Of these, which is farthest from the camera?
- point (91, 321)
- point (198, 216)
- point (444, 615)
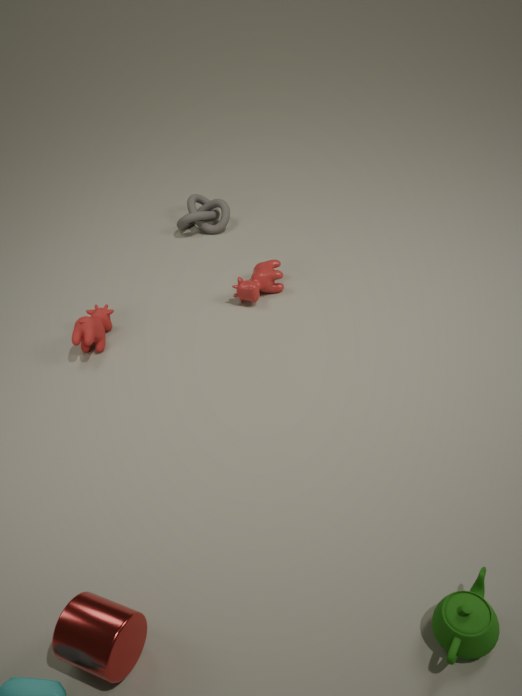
point (198, 216)
